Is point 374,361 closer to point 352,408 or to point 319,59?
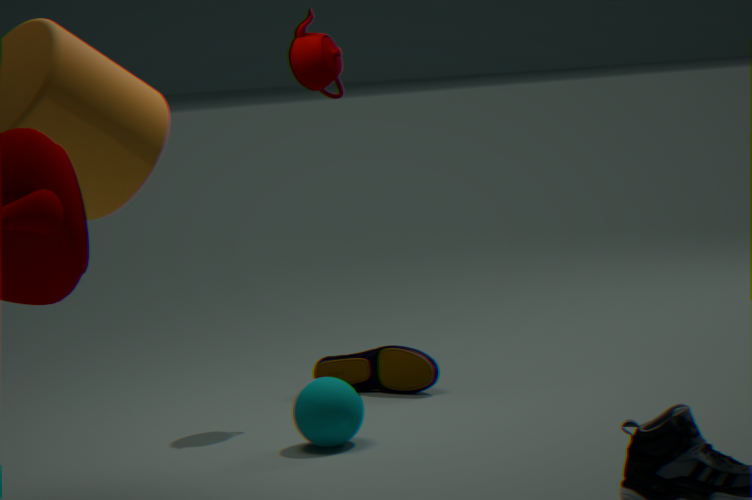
point 352,408
